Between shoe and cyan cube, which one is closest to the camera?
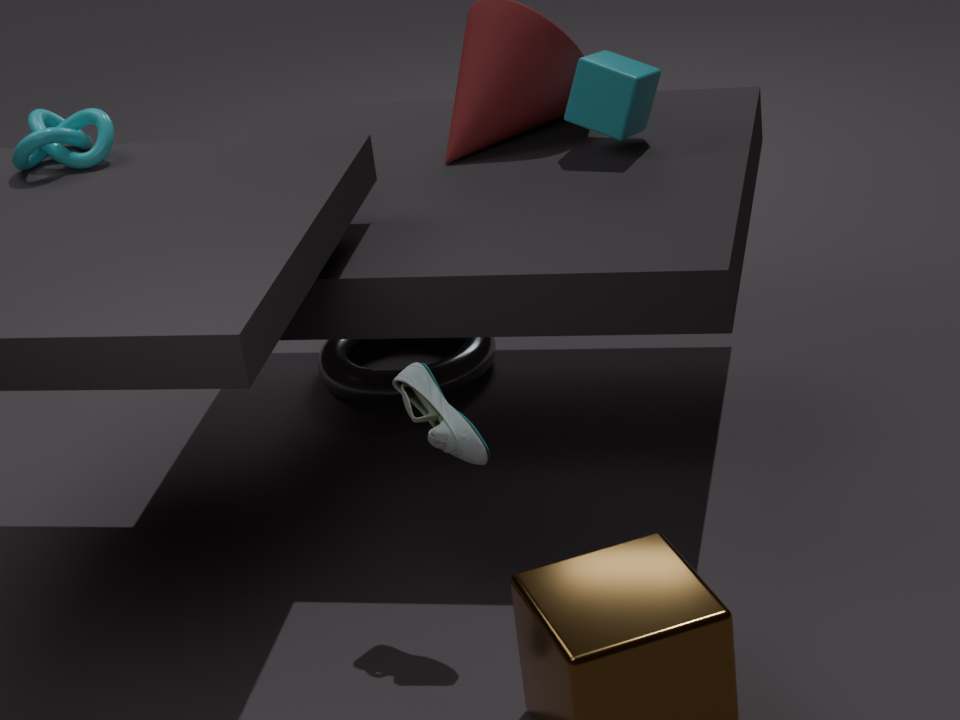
shoe
